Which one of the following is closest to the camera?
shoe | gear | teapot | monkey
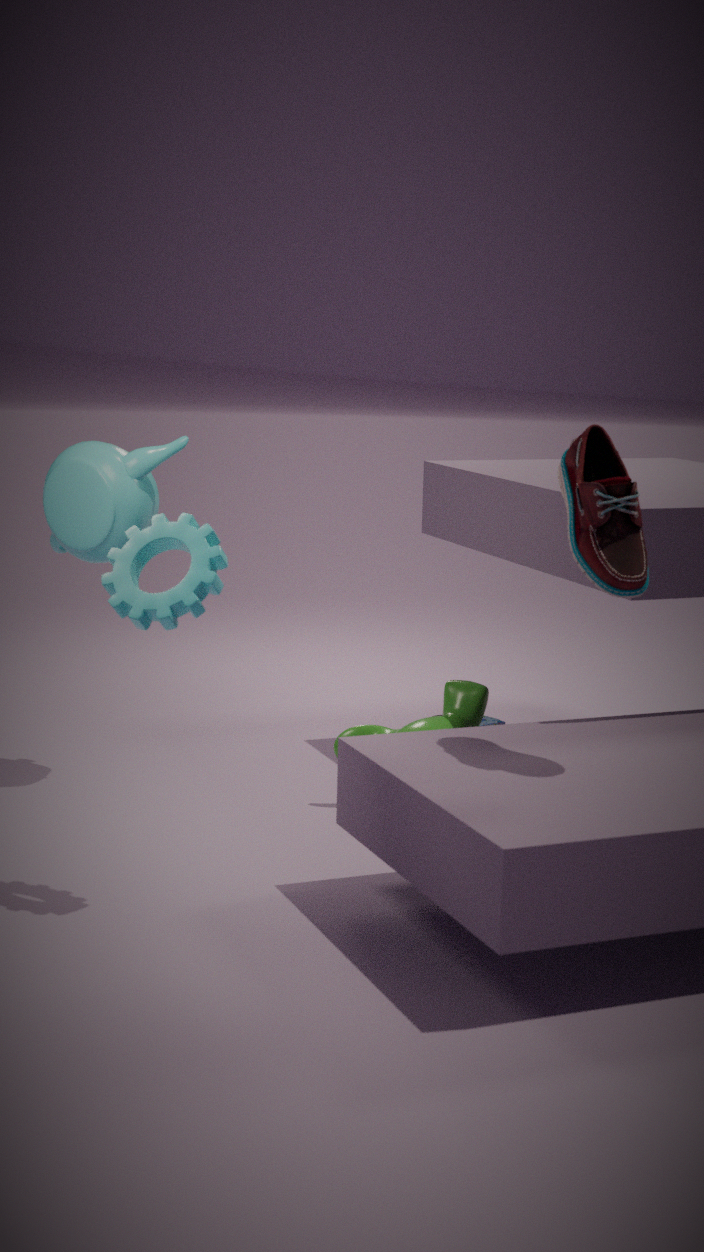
shoe
